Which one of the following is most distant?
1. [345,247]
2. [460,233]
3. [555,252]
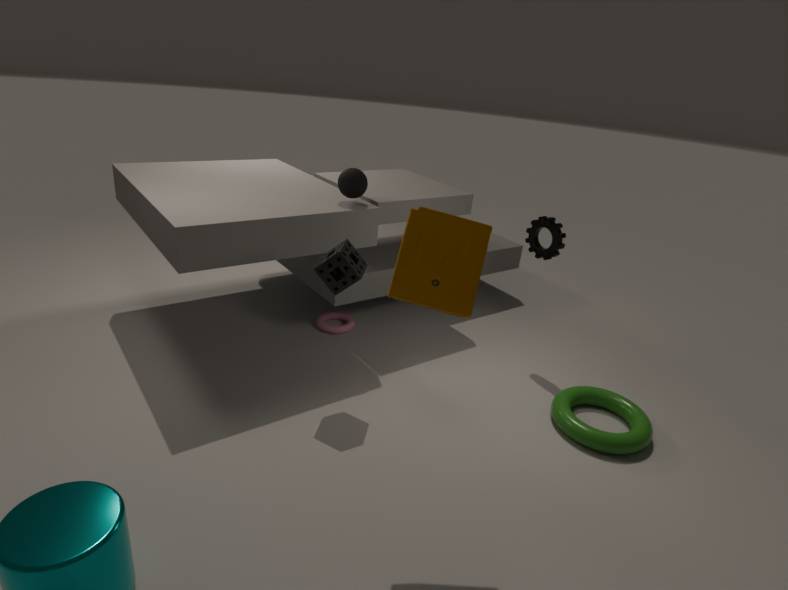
[555,252]
